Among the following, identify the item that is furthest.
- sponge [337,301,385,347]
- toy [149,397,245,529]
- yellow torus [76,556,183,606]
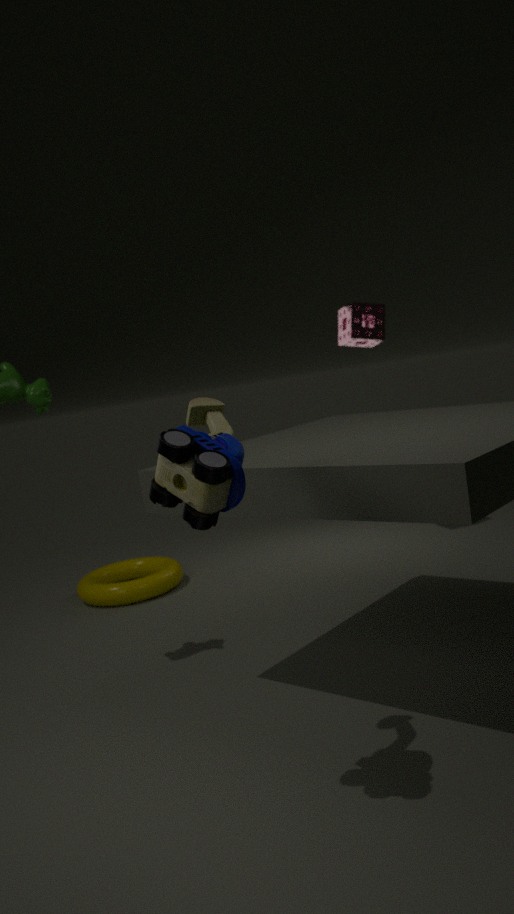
sponge [337,301,385,347]
